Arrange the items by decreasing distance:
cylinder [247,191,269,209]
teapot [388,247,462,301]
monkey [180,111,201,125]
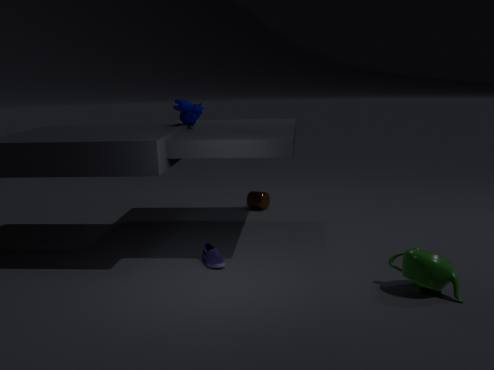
cylinder [247,191,269,209]
monkey [180,111,201,125]
teapot [388,247,462,301]
